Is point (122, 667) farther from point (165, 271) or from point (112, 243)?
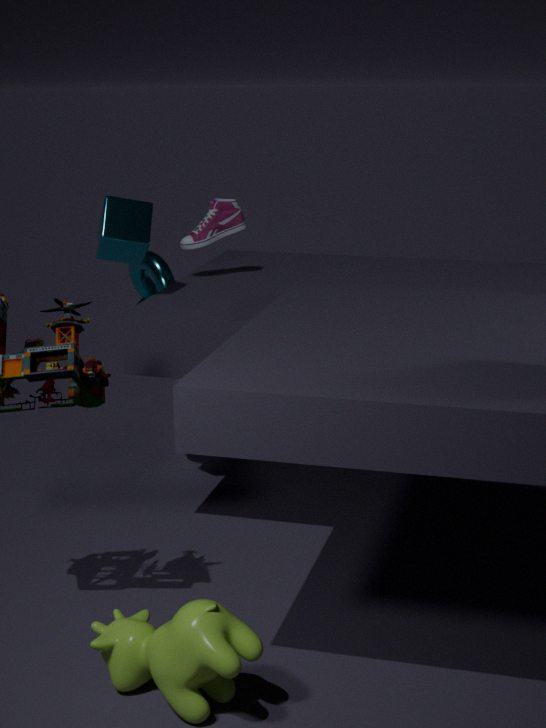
point (165, 271)
